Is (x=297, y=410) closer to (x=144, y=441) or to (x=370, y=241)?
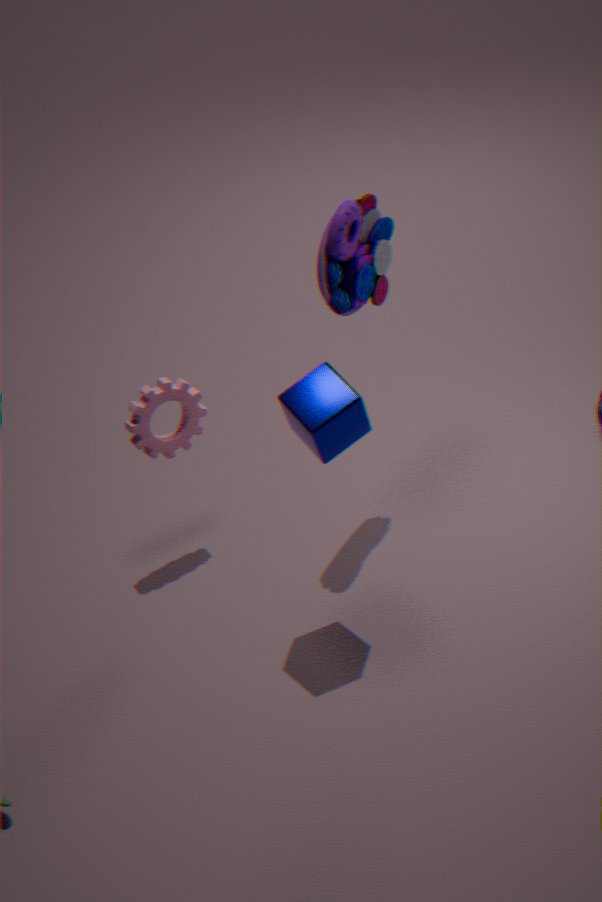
(x=370, y=241)
